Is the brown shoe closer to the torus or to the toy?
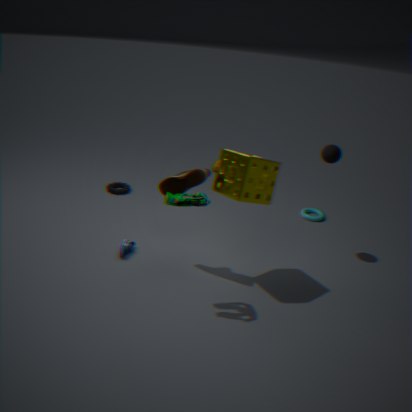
the toy
